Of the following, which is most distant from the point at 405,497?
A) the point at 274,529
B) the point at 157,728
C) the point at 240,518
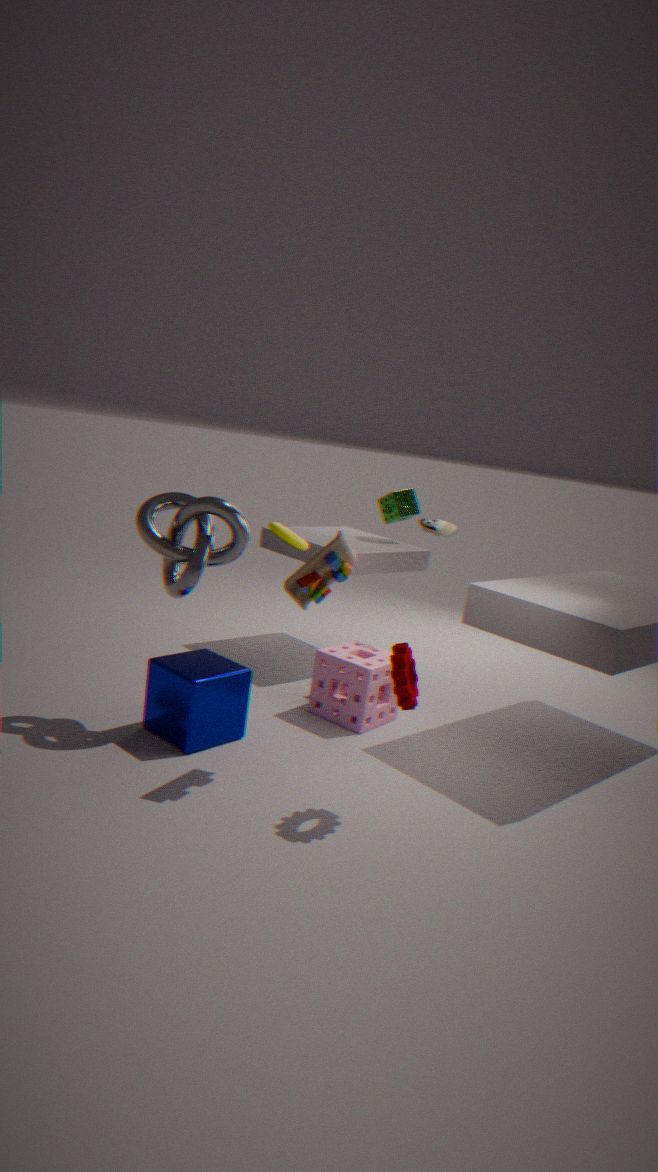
the point at 157,728
